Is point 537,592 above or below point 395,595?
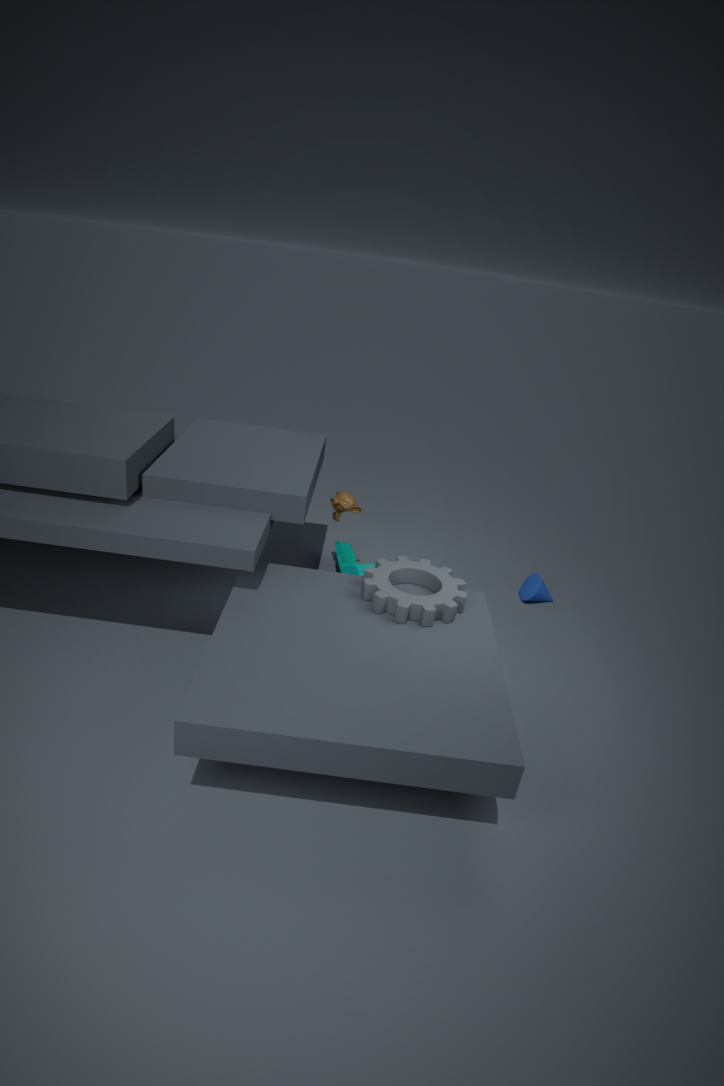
below
